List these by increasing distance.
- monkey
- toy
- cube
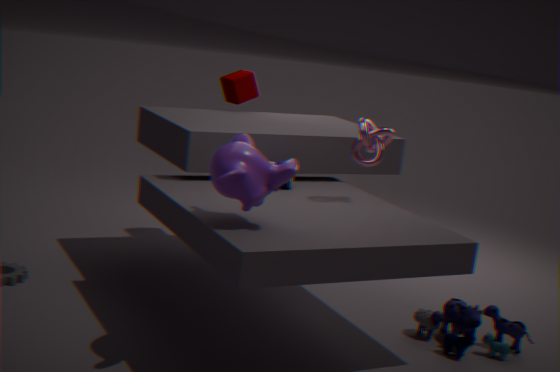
monkey → toy → cube
